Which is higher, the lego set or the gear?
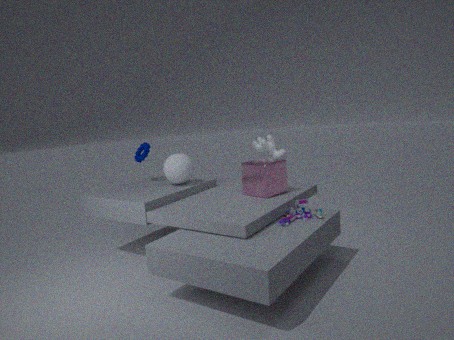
the gear
